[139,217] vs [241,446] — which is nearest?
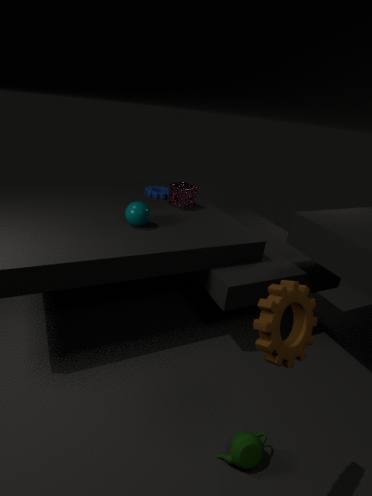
[241,446]
